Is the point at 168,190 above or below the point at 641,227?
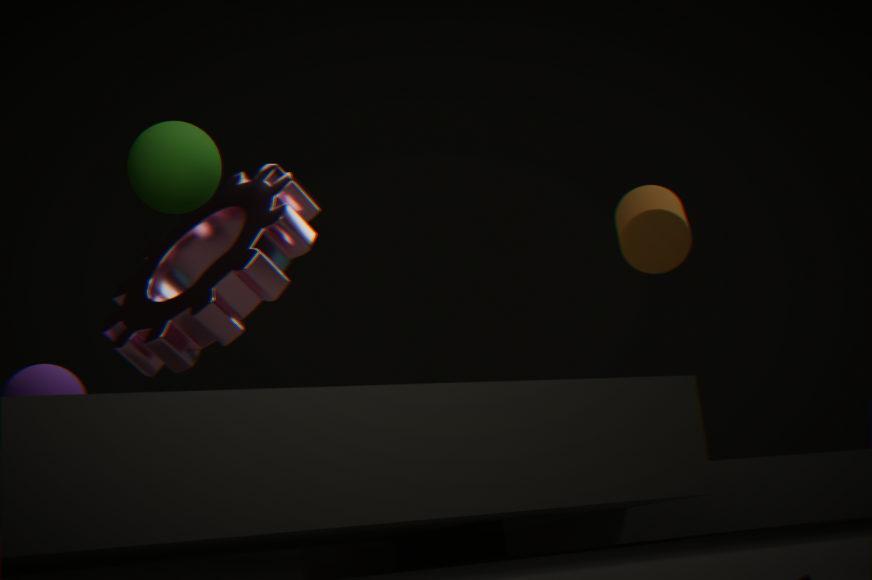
above
